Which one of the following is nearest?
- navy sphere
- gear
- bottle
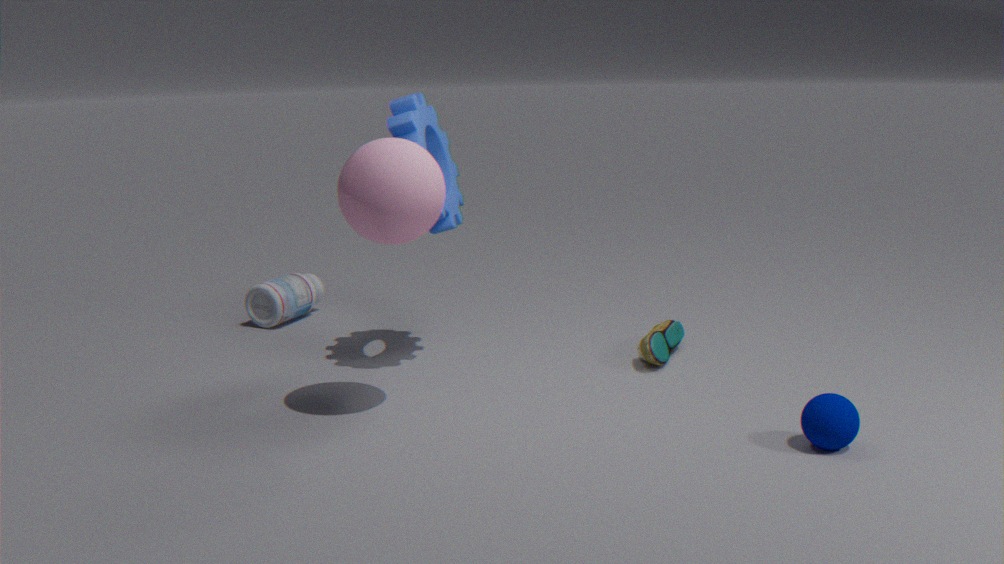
Result: navy sphere
